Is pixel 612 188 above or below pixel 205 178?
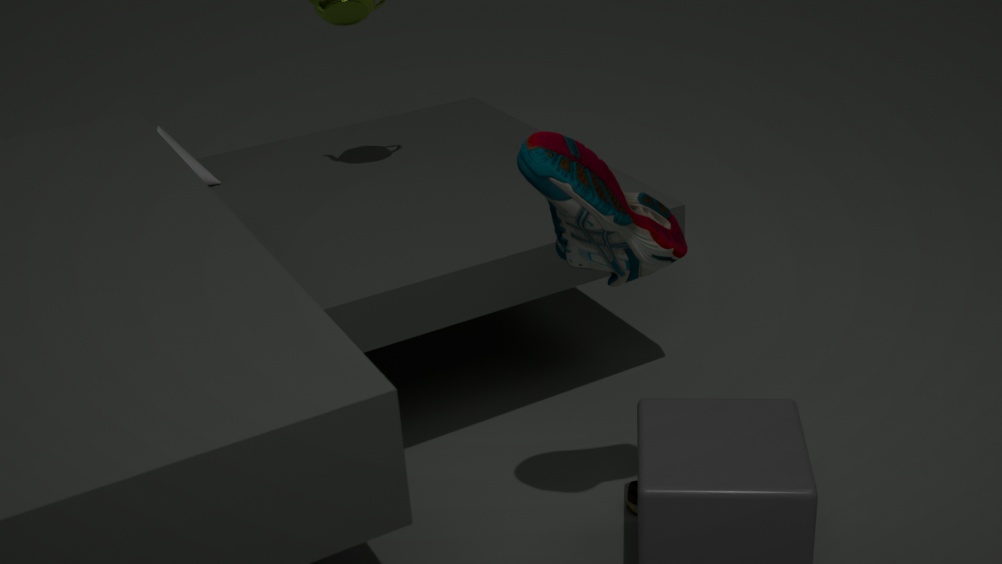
above
